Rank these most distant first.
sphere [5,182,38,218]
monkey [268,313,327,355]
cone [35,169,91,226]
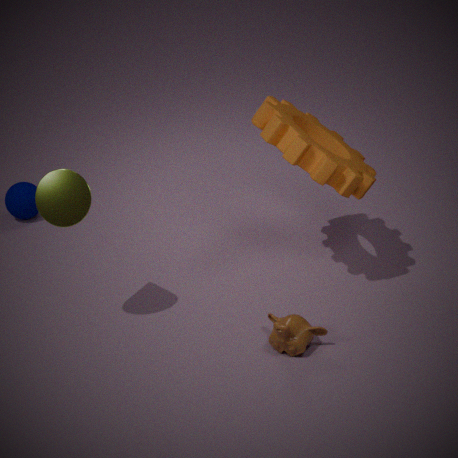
1. sphere [5,182,38,218]
2. monkey [268,313,327,355]
3. cone [35,169,91,226]
